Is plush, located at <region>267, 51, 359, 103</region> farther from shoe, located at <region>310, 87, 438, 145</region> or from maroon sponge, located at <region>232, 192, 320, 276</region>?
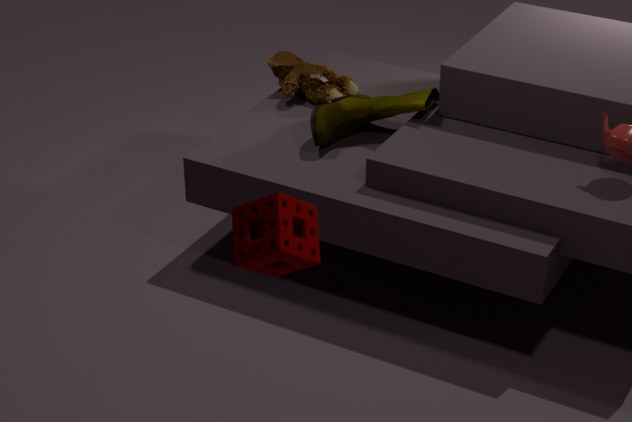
maroon sponge, located at <region>232, 192, 320, 276</region>
